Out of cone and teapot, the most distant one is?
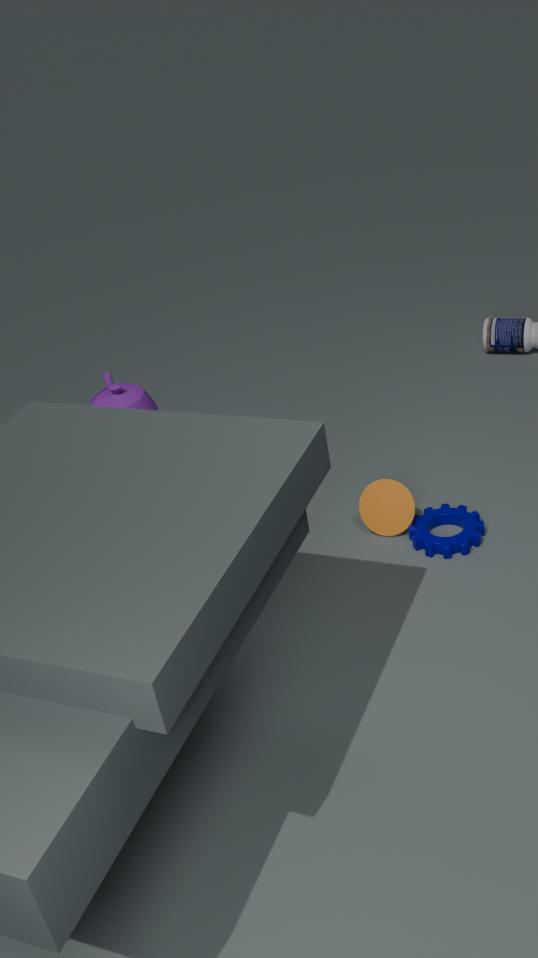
teapot
